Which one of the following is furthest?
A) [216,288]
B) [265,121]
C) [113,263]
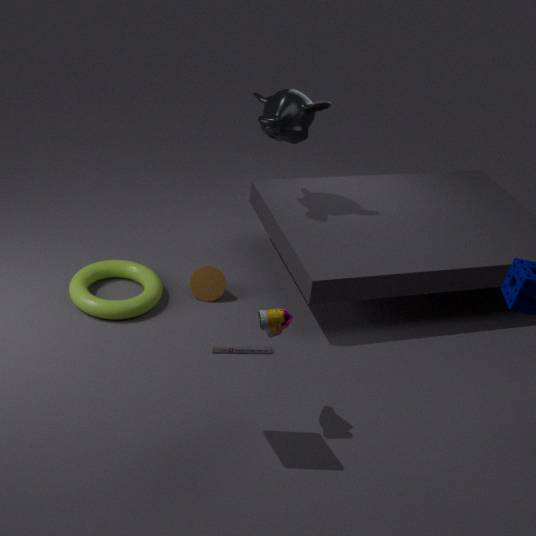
[113,263]
